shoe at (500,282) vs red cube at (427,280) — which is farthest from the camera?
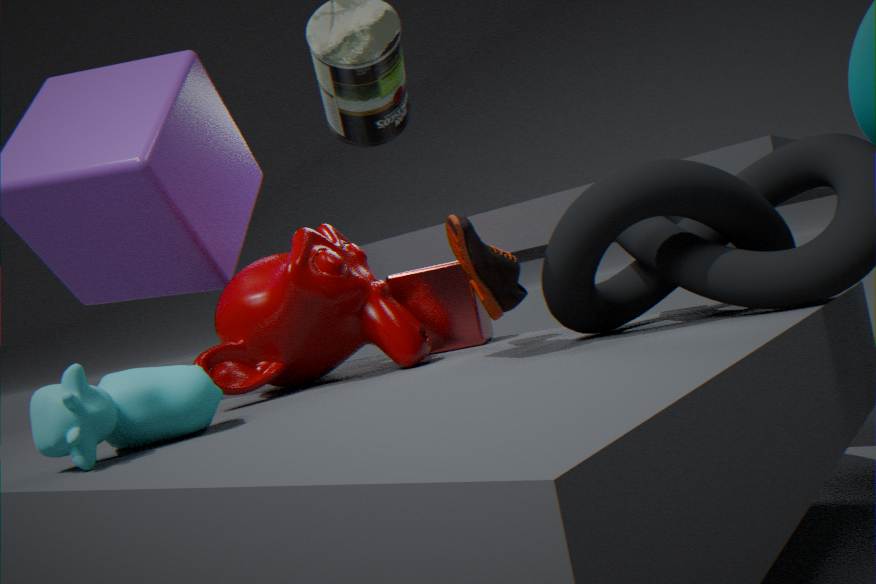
red cube at (427,280)
